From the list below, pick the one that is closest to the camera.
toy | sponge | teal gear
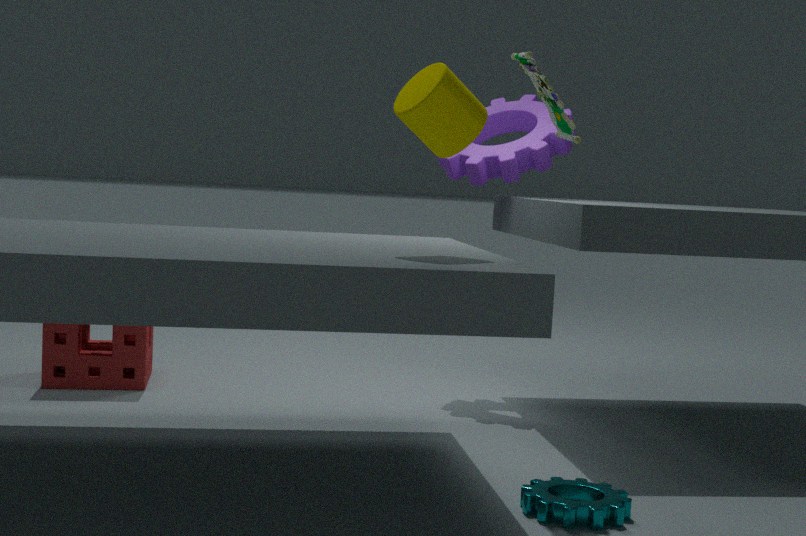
teal gear
